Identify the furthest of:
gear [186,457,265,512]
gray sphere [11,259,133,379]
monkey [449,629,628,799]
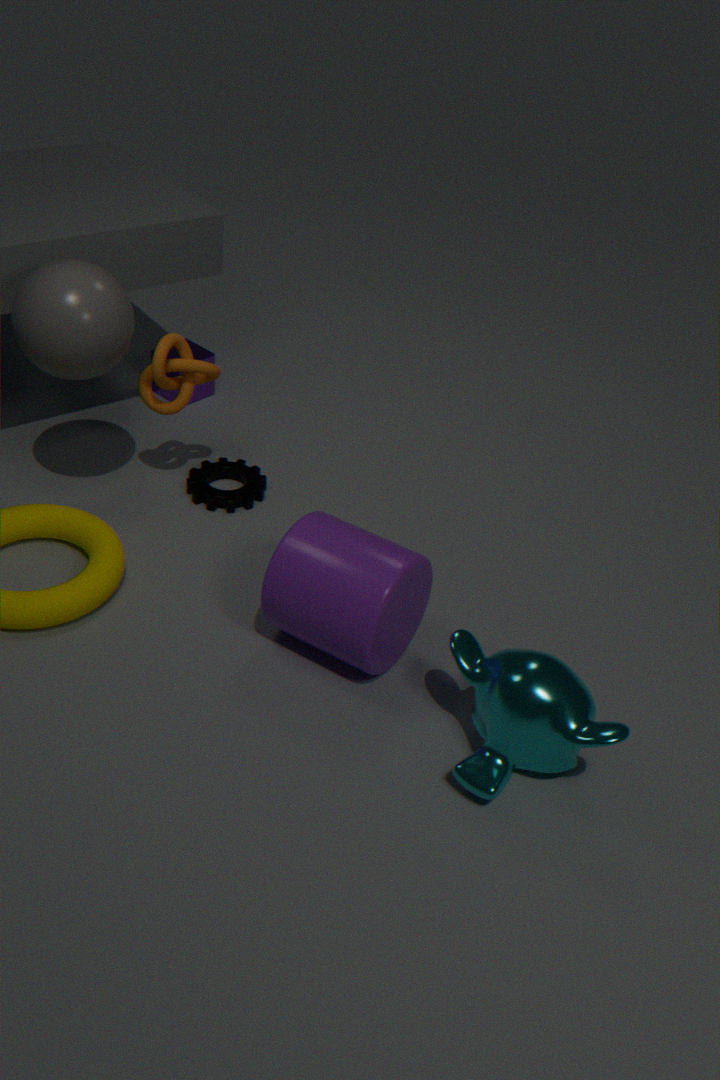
gear [186,457,265,512]
